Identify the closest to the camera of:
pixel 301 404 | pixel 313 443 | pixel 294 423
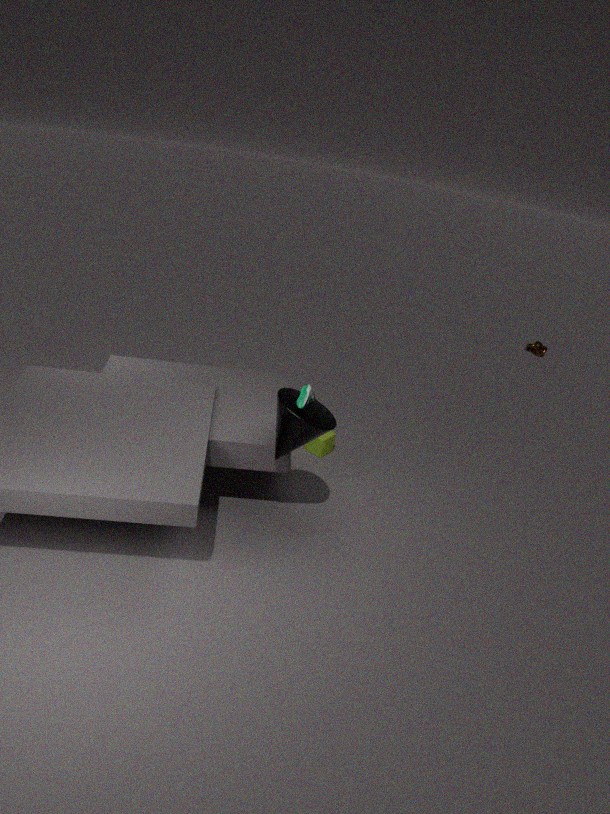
pixel 301 404
